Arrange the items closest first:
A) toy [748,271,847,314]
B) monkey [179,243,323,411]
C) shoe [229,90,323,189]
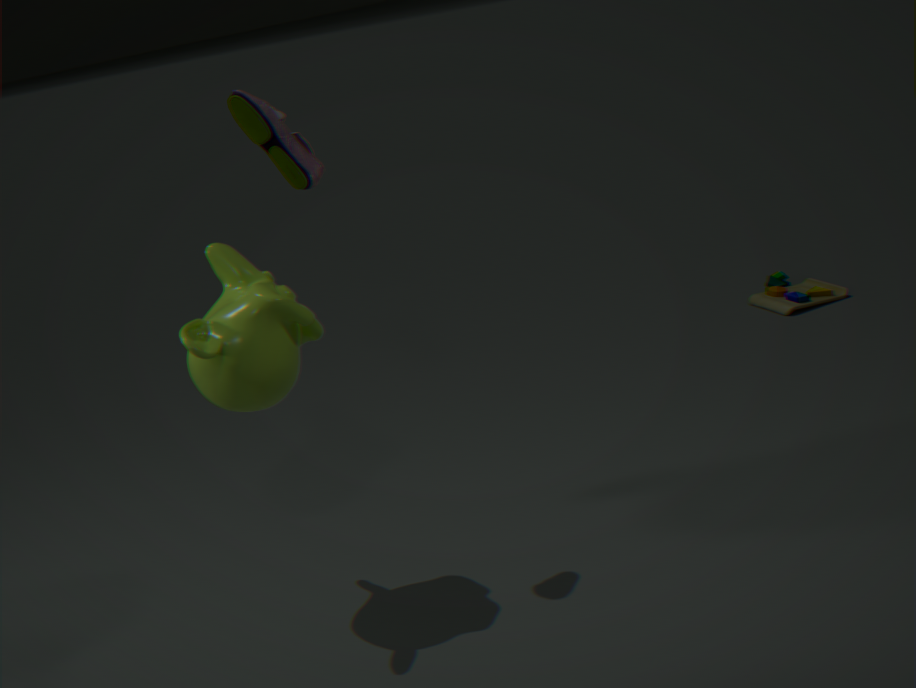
1. monkey [179,243,323,411]
2. shoe [229,90,323,189]
3. toy [748,271,847,314]
